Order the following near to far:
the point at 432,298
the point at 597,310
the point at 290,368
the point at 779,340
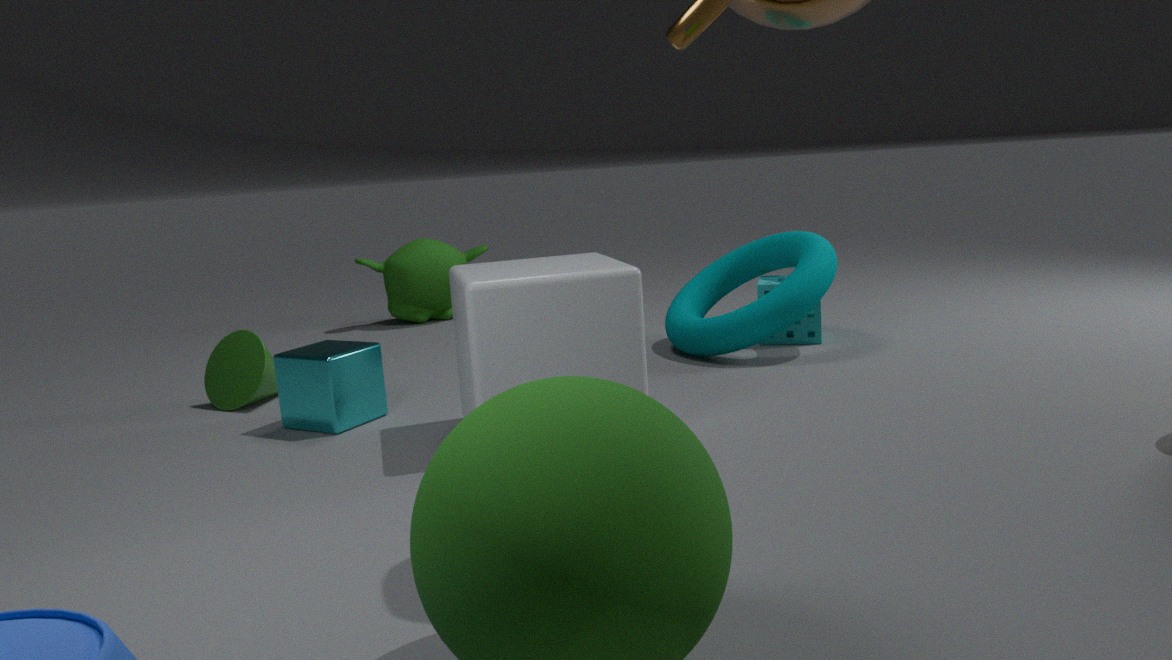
the point at 597,310, the point at 290,368, the point at 779,340, the point at 432,298
